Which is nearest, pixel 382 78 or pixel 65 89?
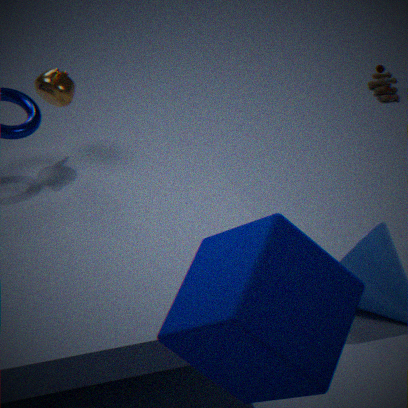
pixel 65 89
